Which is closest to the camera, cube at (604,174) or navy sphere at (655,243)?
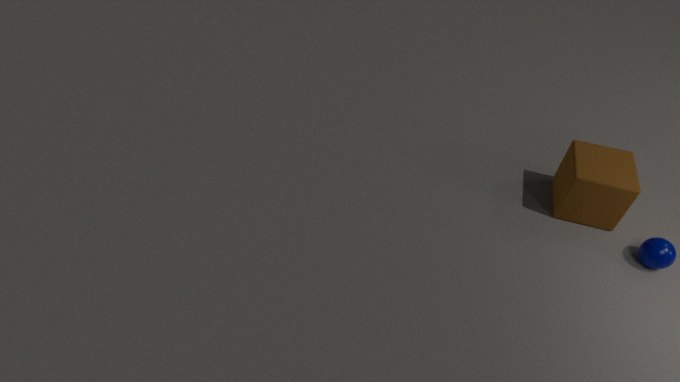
navy sphere at (655,243)
